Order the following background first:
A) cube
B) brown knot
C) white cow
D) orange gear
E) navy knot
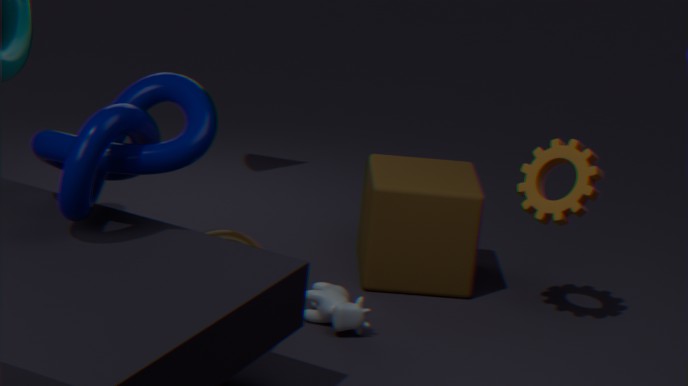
cube → orange gear → brown knot → white cow → navy knot
